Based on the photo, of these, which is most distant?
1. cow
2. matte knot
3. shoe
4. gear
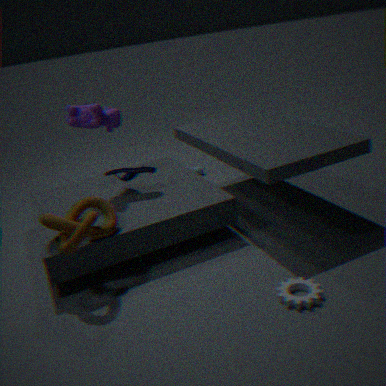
shoe
